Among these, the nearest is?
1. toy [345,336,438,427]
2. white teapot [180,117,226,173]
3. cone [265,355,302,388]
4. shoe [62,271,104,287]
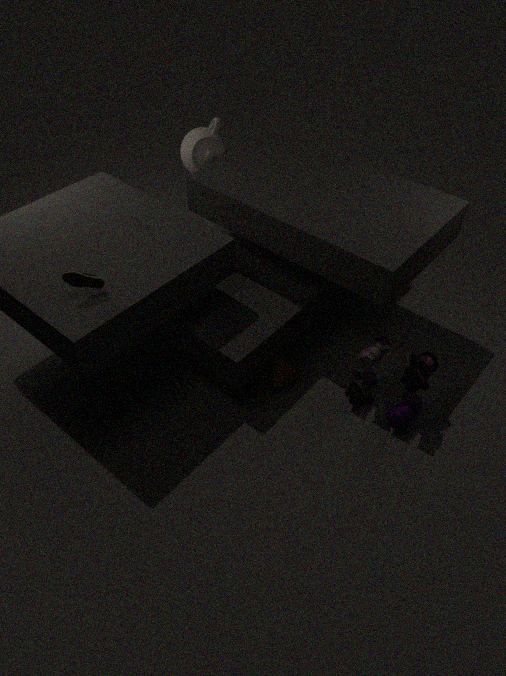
shoe [62,271,104,287]
